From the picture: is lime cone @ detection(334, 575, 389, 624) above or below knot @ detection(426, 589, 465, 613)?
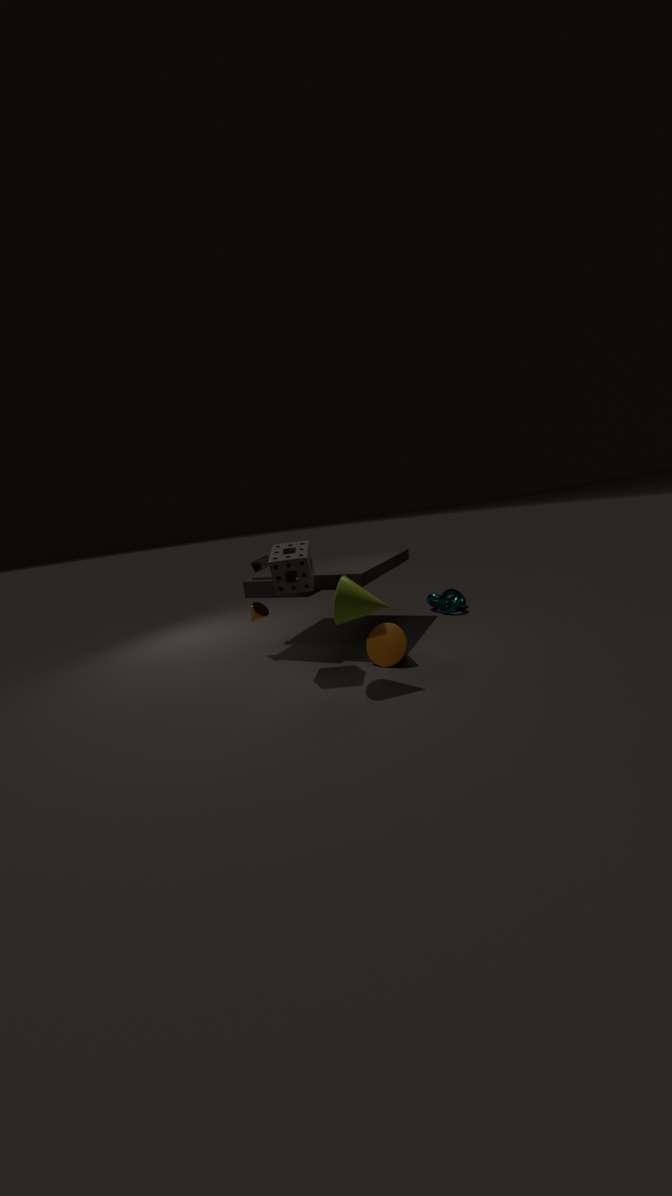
above
